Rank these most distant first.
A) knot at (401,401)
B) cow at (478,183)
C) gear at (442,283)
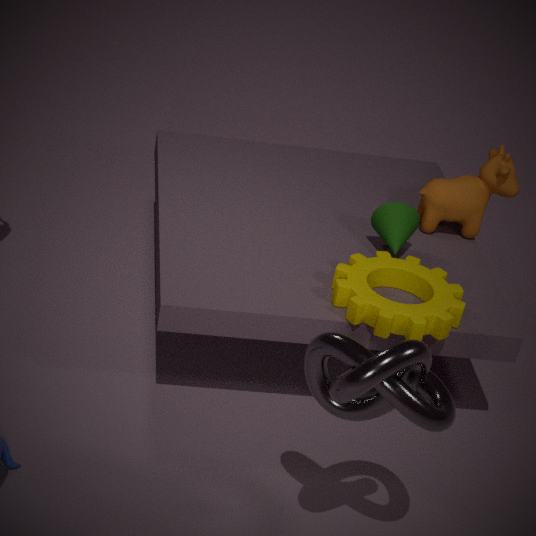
cow at (478,183)
gear at (442,283)
knot at (401,401)
